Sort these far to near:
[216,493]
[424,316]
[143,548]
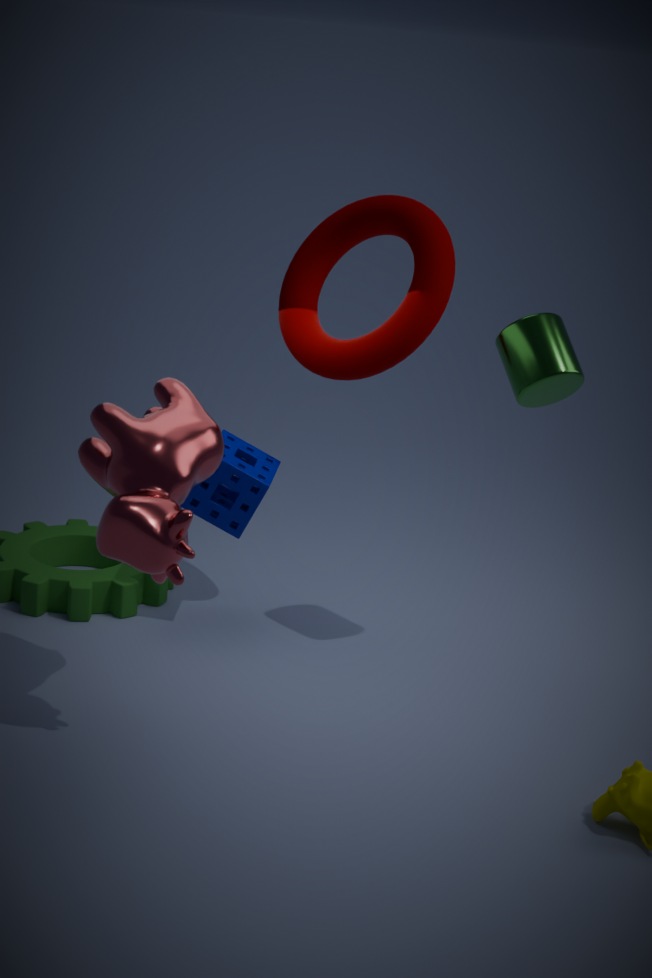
1. [216,493]
2. [424,316]
3. [143,548]
